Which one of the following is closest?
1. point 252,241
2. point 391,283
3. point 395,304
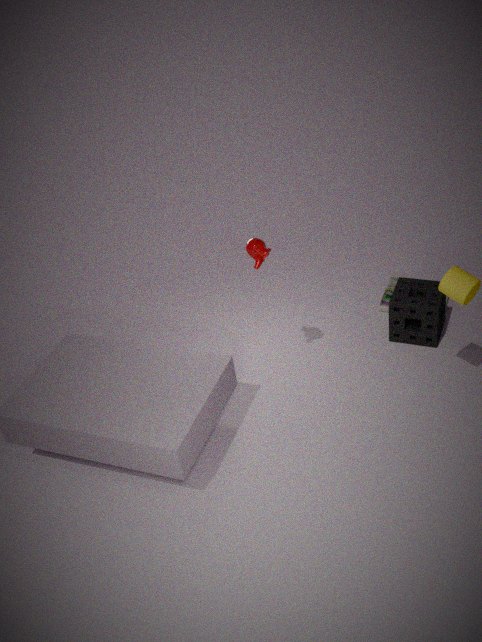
point 252,241
